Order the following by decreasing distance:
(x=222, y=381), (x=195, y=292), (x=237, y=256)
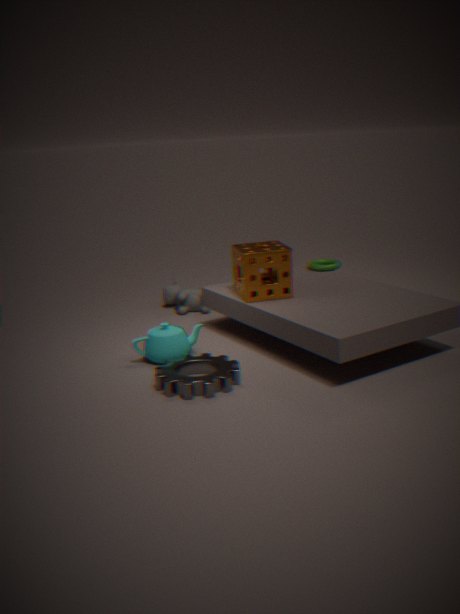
1. (x=195, y=292)
2. (x=237, y=256)
3. (x=222, y=381)
